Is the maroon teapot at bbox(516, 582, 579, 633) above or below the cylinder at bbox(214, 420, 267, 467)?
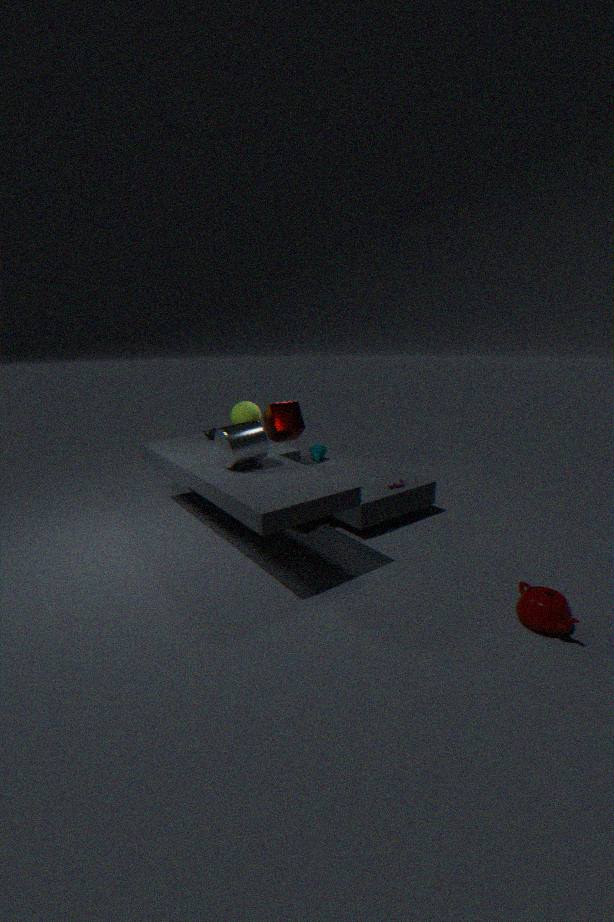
below
